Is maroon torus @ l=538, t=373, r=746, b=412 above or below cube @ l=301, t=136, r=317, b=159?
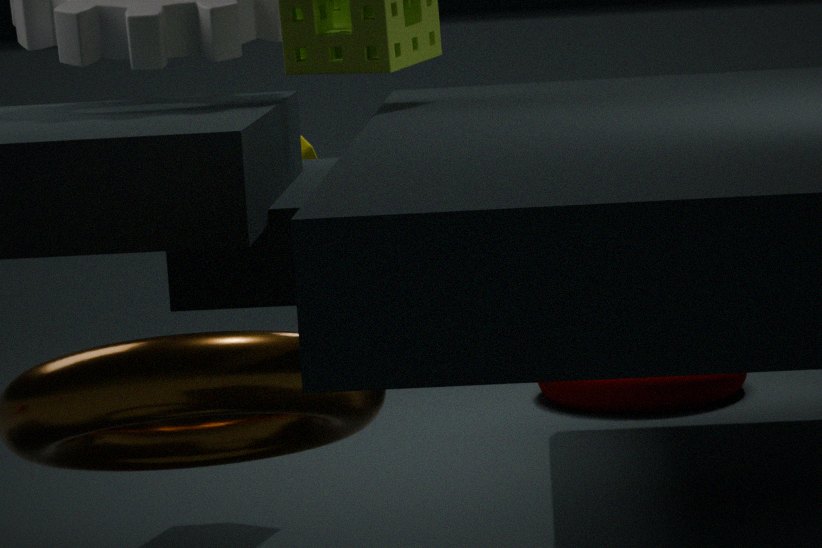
below
